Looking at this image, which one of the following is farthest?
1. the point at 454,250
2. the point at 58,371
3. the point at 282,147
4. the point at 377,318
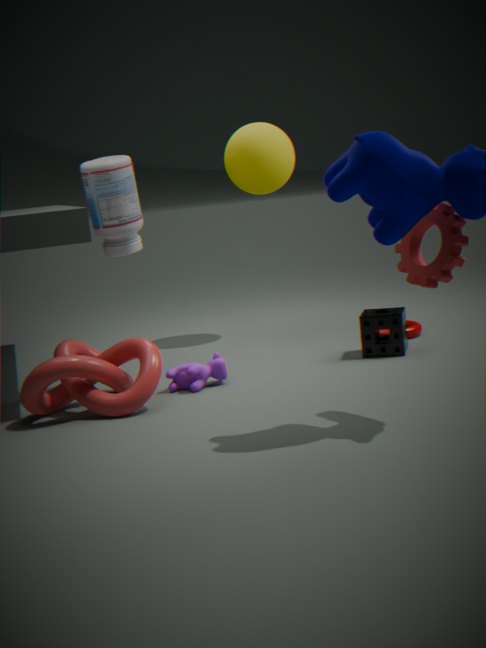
the point at 282,147
